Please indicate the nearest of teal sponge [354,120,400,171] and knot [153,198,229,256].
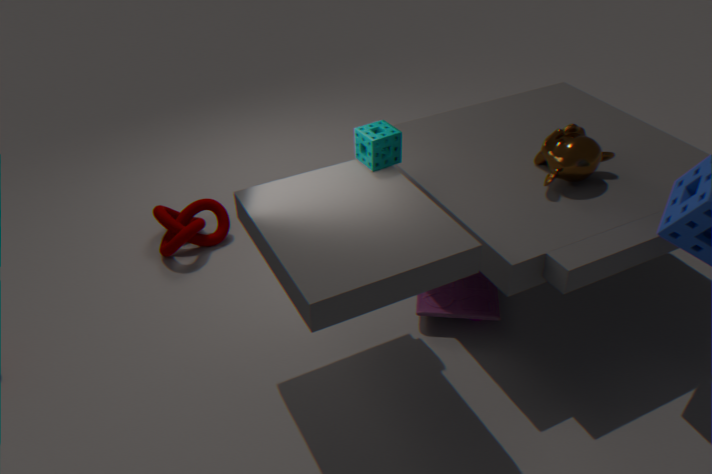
teal sponge [354,120,400,171]
